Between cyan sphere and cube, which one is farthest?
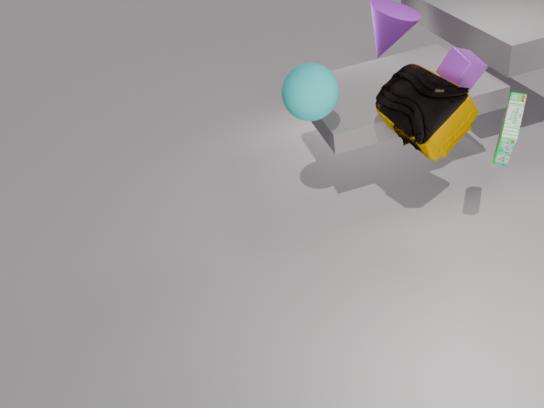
cyan sphere
